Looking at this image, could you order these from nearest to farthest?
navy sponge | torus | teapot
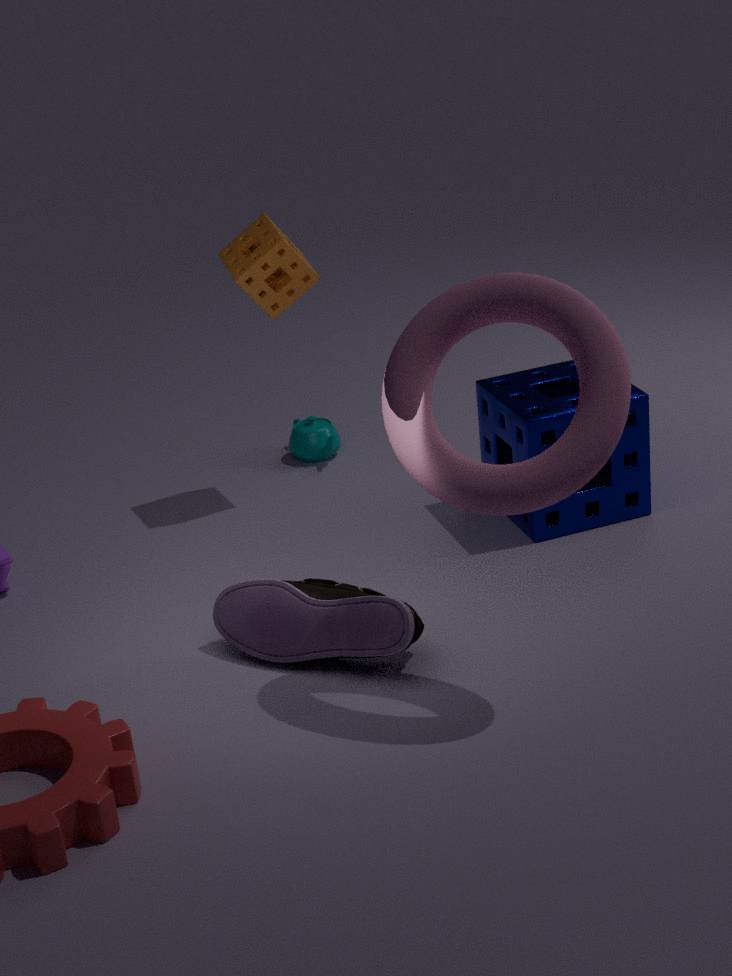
torus < navy sponge < teapot
